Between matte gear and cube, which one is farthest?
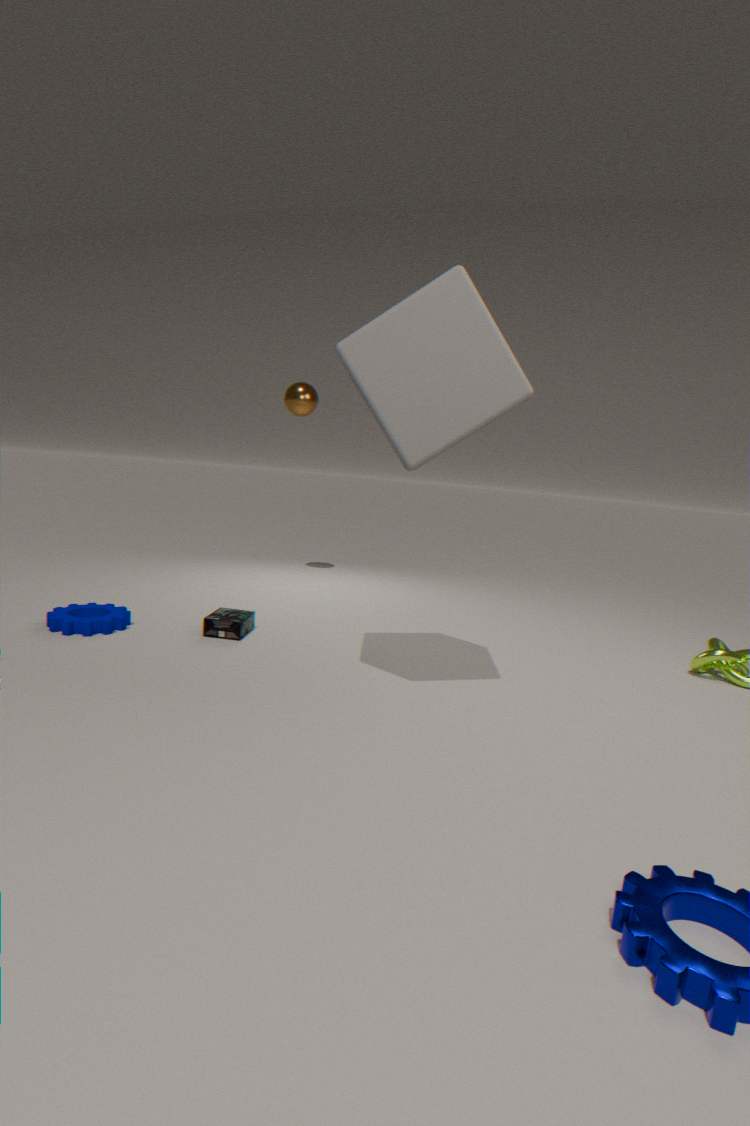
matte gear
